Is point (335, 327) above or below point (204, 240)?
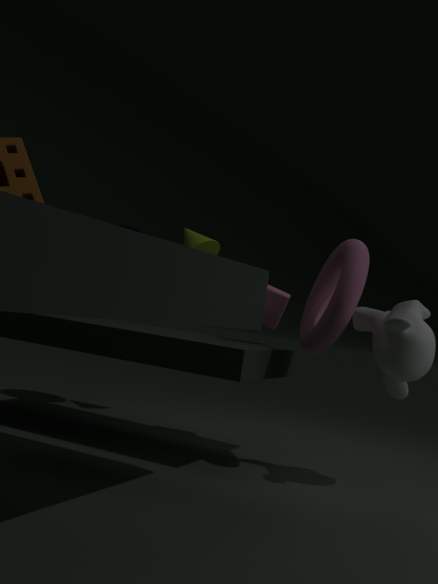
below
